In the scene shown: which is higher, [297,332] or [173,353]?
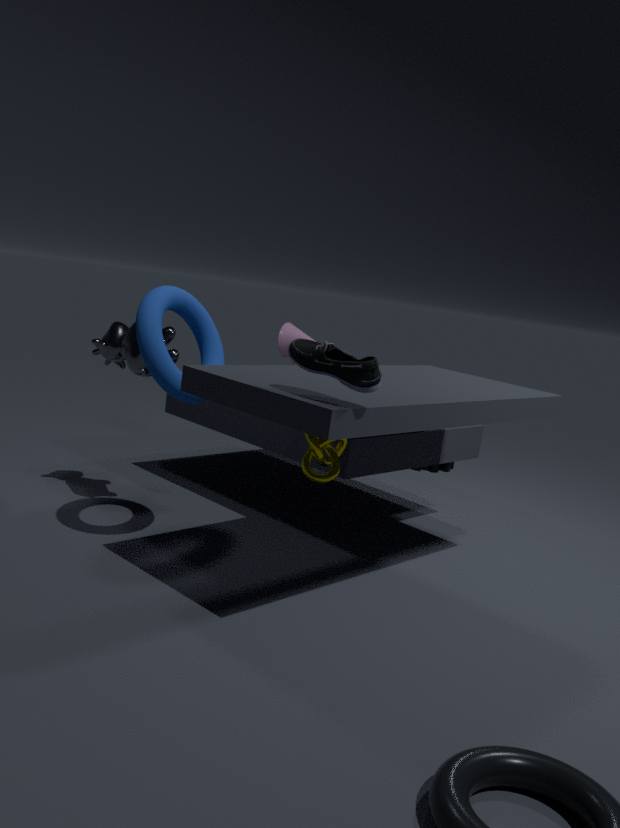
[297,332]
